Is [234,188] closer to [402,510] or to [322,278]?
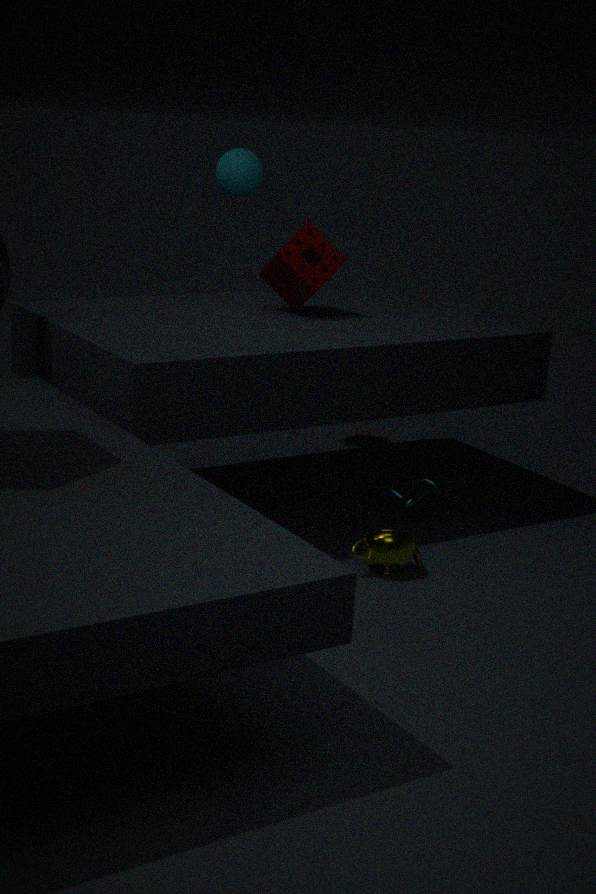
[322,278]
